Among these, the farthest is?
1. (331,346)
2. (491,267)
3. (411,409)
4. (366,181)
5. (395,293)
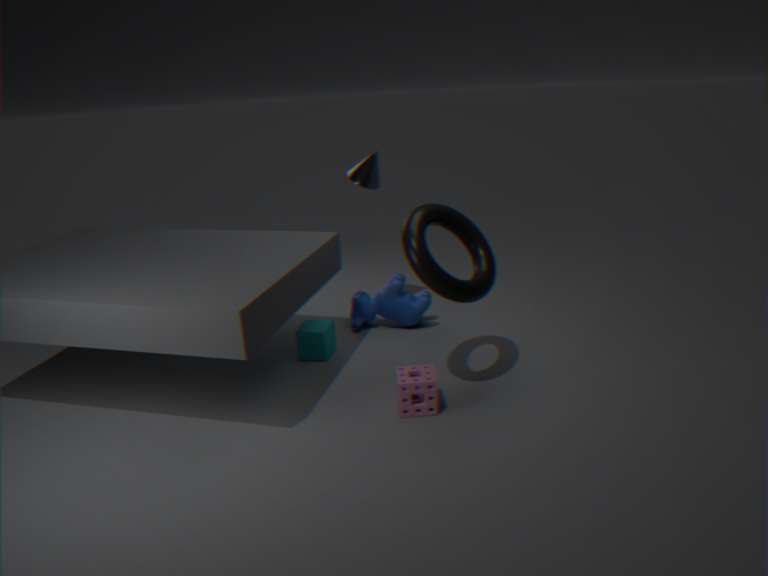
(366,181)
